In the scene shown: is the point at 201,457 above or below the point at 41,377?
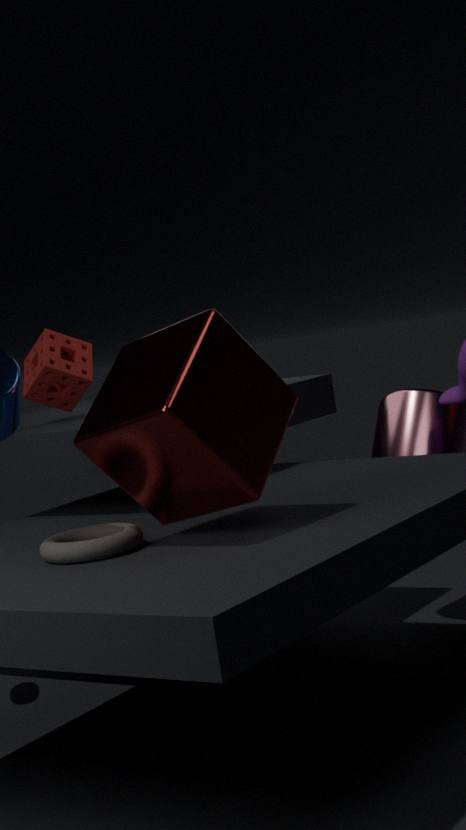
below
